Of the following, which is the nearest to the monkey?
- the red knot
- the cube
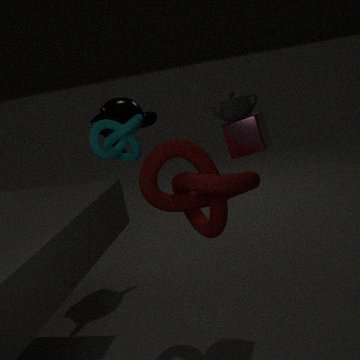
the red knot
